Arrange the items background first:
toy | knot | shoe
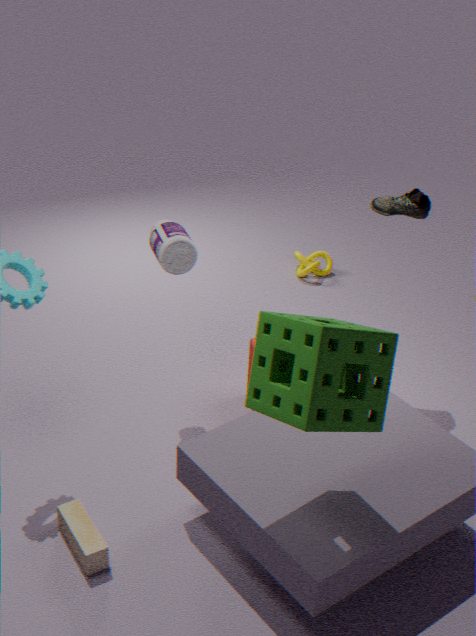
knot
shoe
toy
